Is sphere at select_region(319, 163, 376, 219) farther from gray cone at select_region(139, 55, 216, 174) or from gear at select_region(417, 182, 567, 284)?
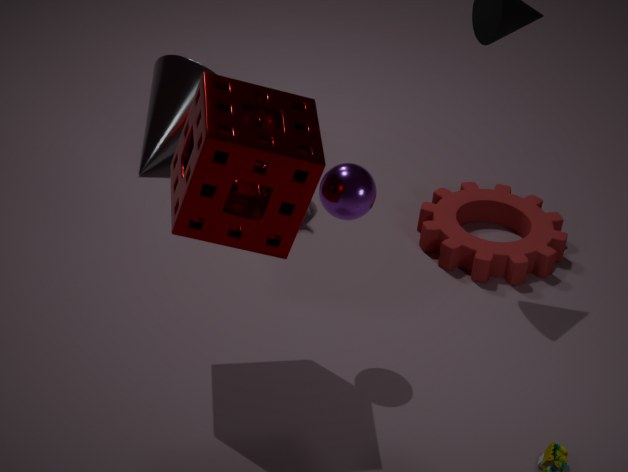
gray cone at select_region(139, 55, 216, 174)
